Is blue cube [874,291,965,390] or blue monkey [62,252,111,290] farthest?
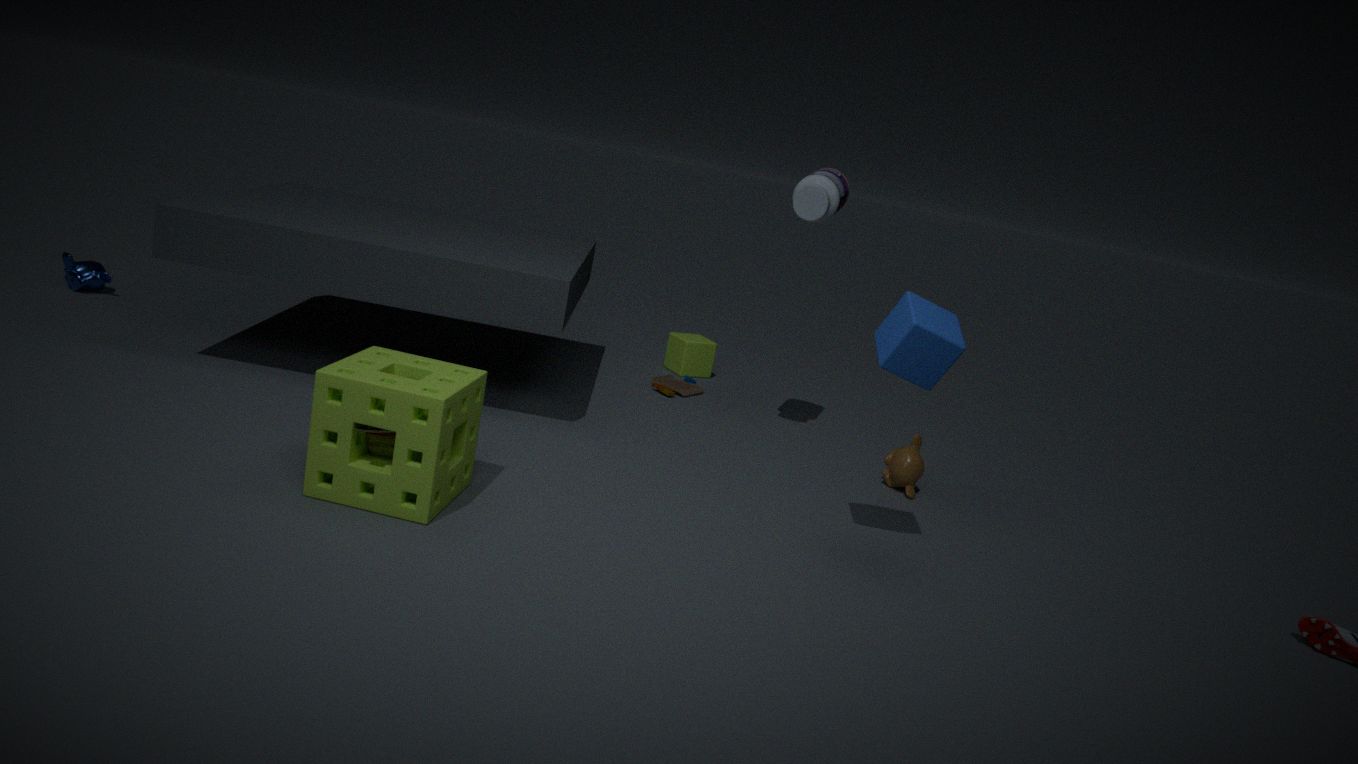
blue monkey [62,252,111,290]
